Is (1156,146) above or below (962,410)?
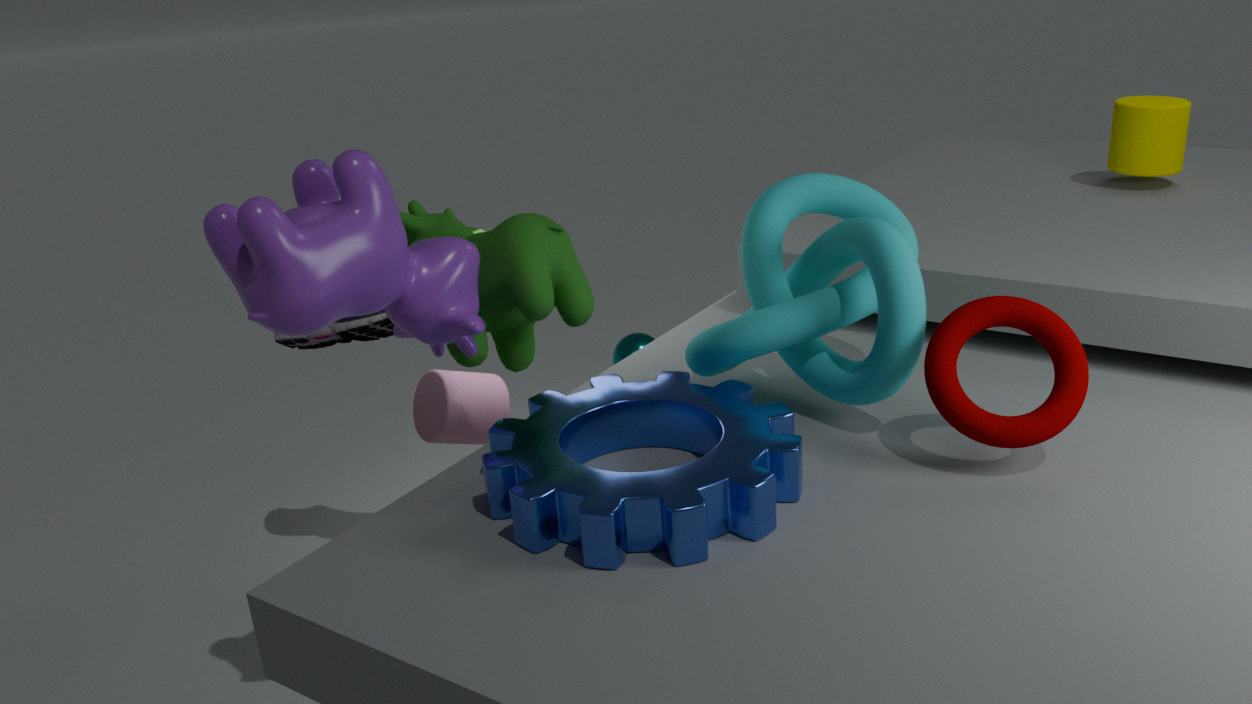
above
